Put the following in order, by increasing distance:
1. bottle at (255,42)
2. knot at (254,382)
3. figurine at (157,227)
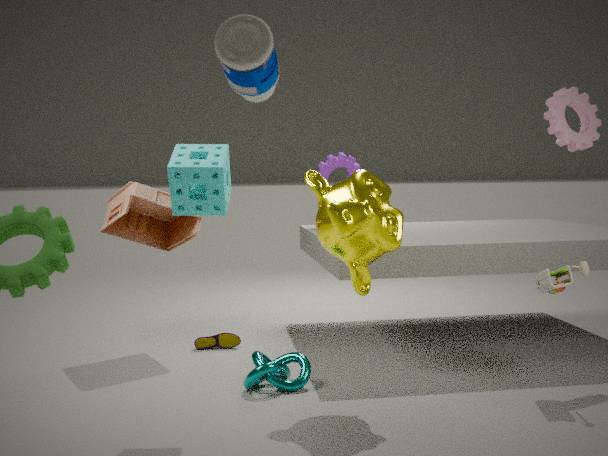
bottle at (255,42) < knot at (254,382) < figurine at (157,227)
